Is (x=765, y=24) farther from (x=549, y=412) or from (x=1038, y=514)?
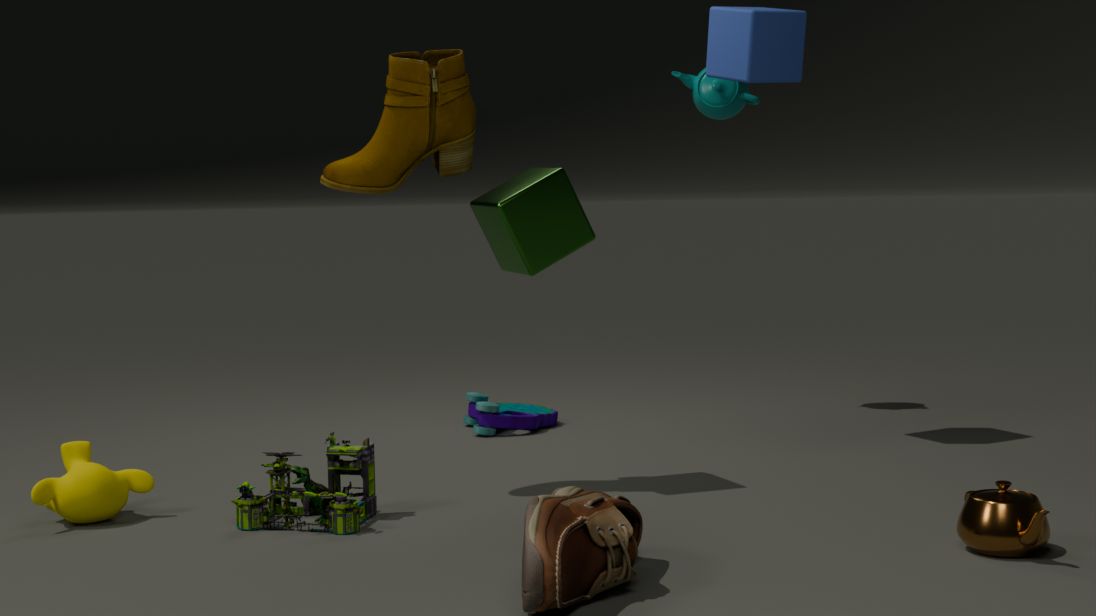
(x=1038, y=514)
